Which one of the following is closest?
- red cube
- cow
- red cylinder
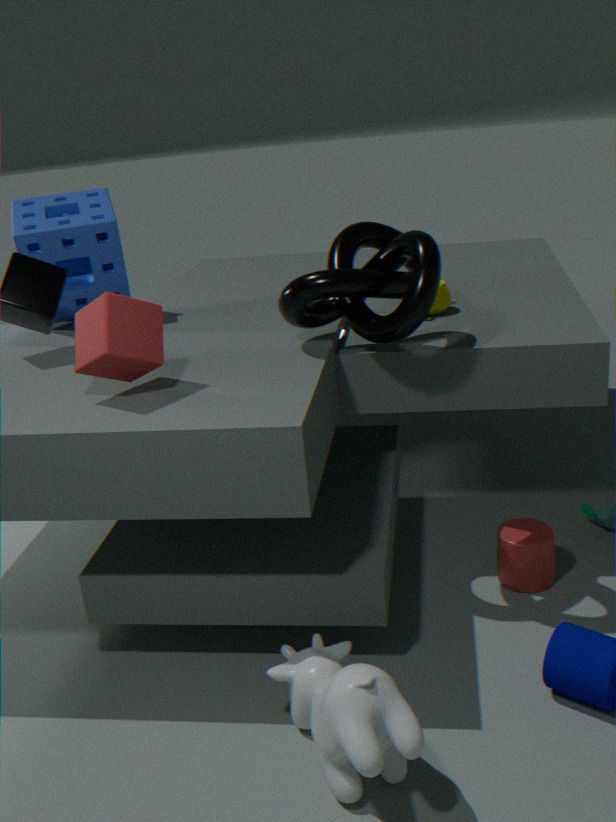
cow
